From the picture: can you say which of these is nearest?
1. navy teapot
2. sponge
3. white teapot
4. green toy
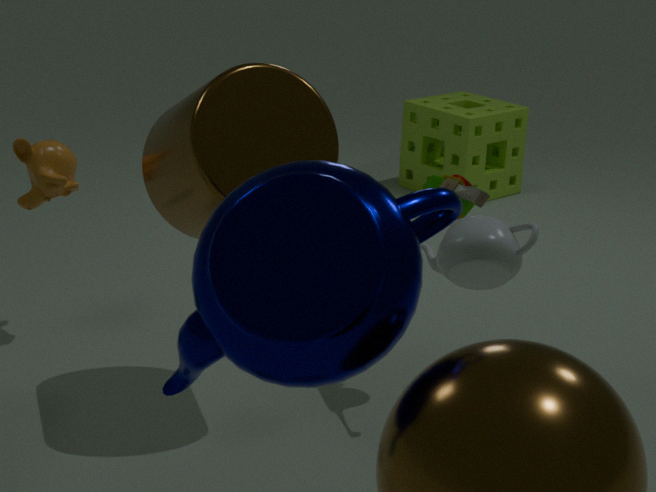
navy teapot
